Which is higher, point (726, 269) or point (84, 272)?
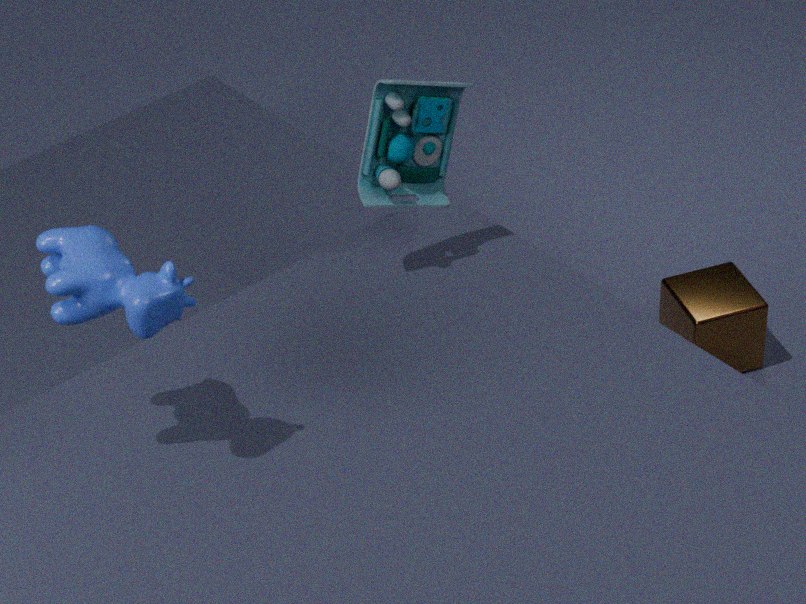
point (84, 272)
